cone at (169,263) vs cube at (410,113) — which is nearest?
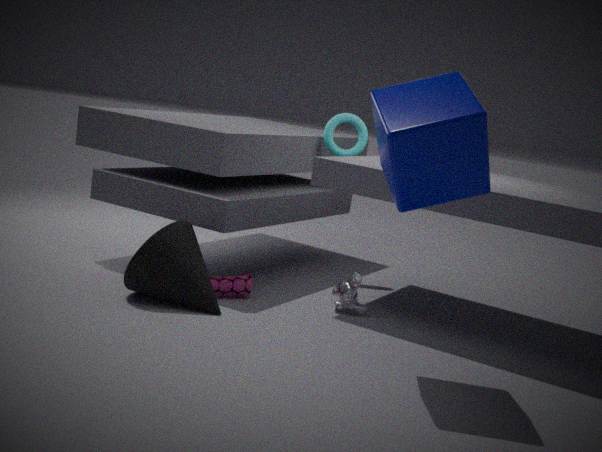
cube at (410,113)
